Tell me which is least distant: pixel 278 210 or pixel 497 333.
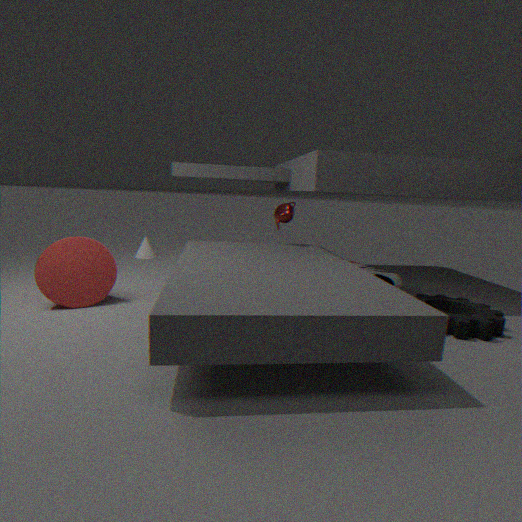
pixel 497 333
